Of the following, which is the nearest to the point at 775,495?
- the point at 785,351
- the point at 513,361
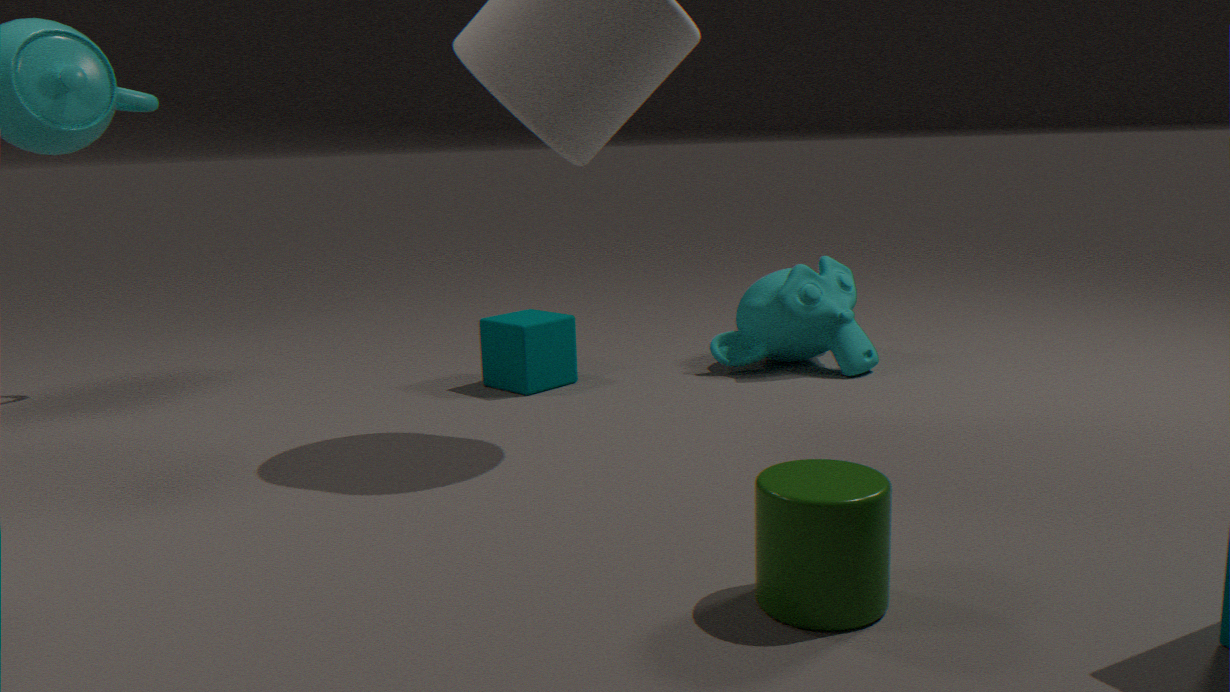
the point at 513,361
